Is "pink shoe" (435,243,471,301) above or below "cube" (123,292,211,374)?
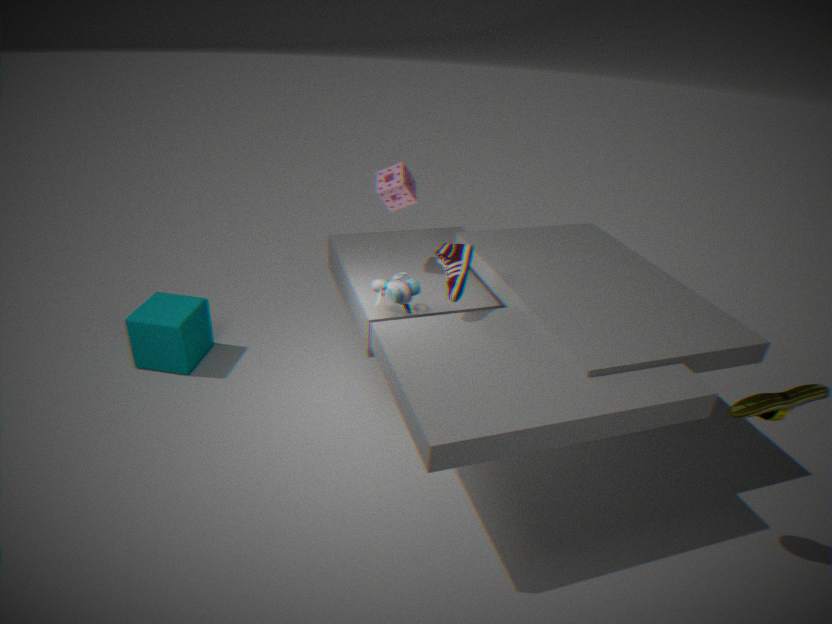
above
